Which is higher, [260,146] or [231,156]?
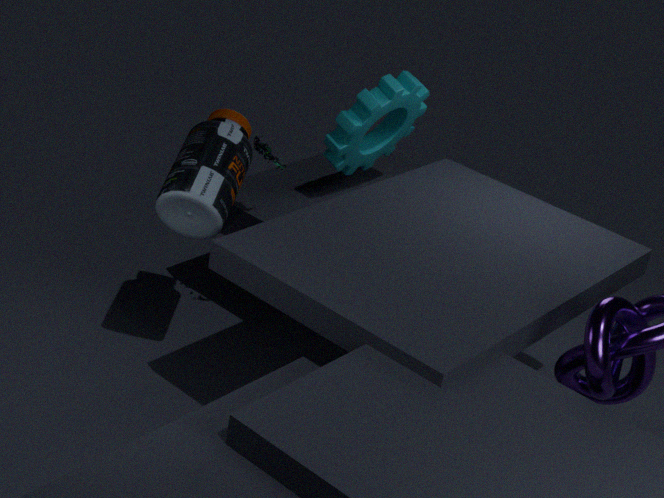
[260,146]
